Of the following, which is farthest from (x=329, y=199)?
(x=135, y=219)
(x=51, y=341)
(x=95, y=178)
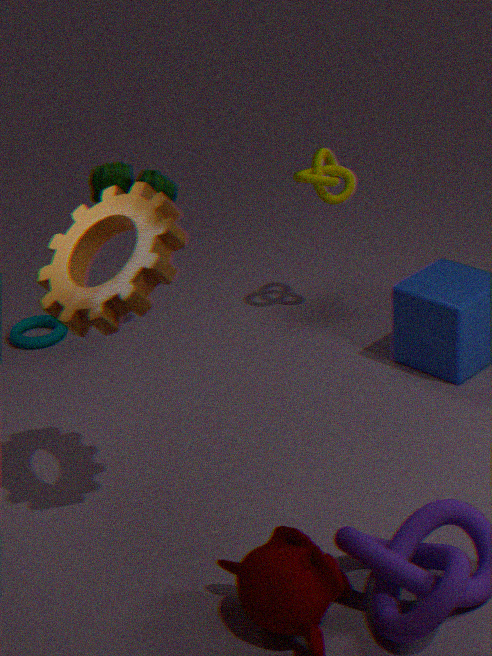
(x=135, y=219)
